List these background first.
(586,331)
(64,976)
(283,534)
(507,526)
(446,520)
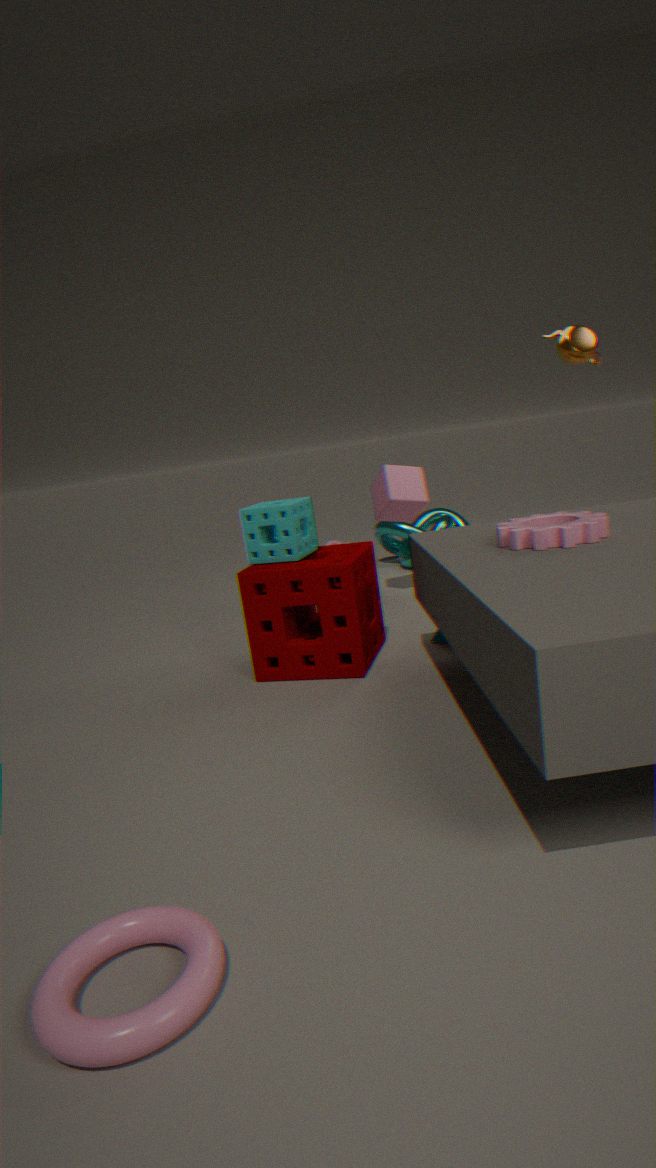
1. (446,520)
2. (586,331)
3. (283,534)
4. (507,526)
5. (64,976)
